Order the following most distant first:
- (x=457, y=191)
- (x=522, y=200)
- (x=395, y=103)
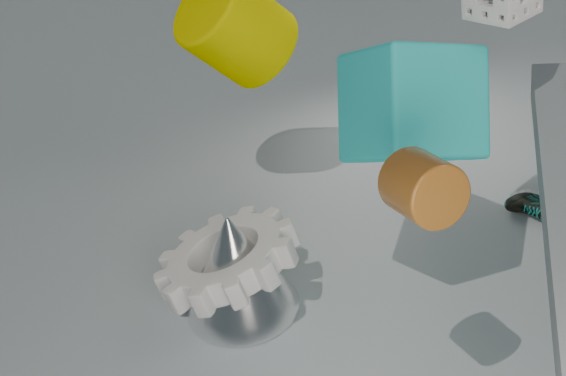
(x=522, y=200), (x=395, y=103), (x=457, y=191)
